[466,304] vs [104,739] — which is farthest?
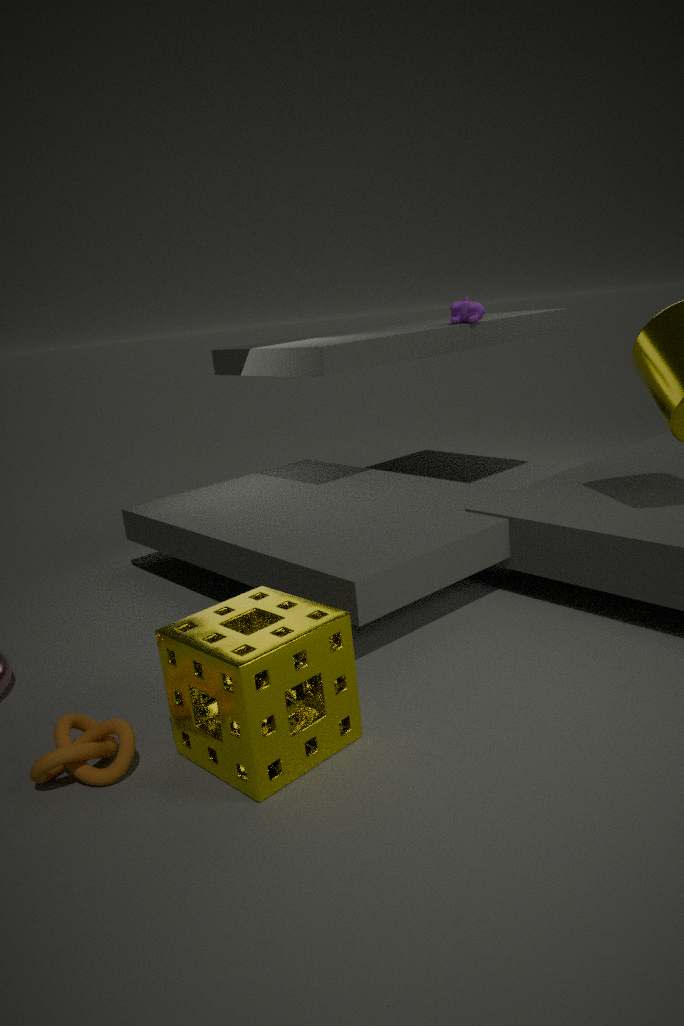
[466,304]
